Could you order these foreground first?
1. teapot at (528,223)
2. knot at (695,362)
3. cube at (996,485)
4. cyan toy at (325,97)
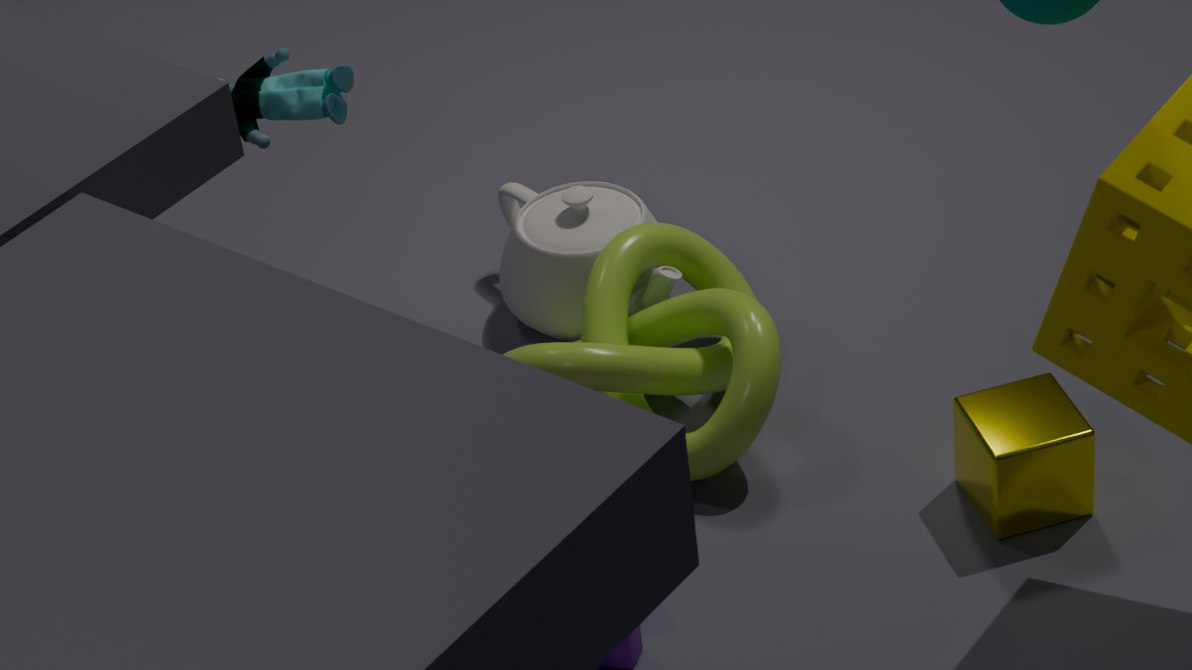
cube at (996,485)
knot at (695,362)
cyan toy at (325,97)
teapot at (528,223)
